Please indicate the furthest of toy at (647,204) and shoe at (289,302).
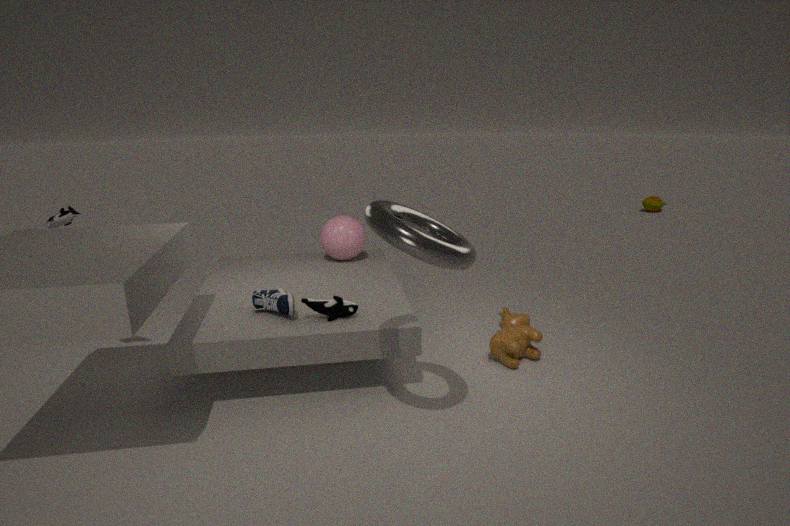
toy at (647,204)
